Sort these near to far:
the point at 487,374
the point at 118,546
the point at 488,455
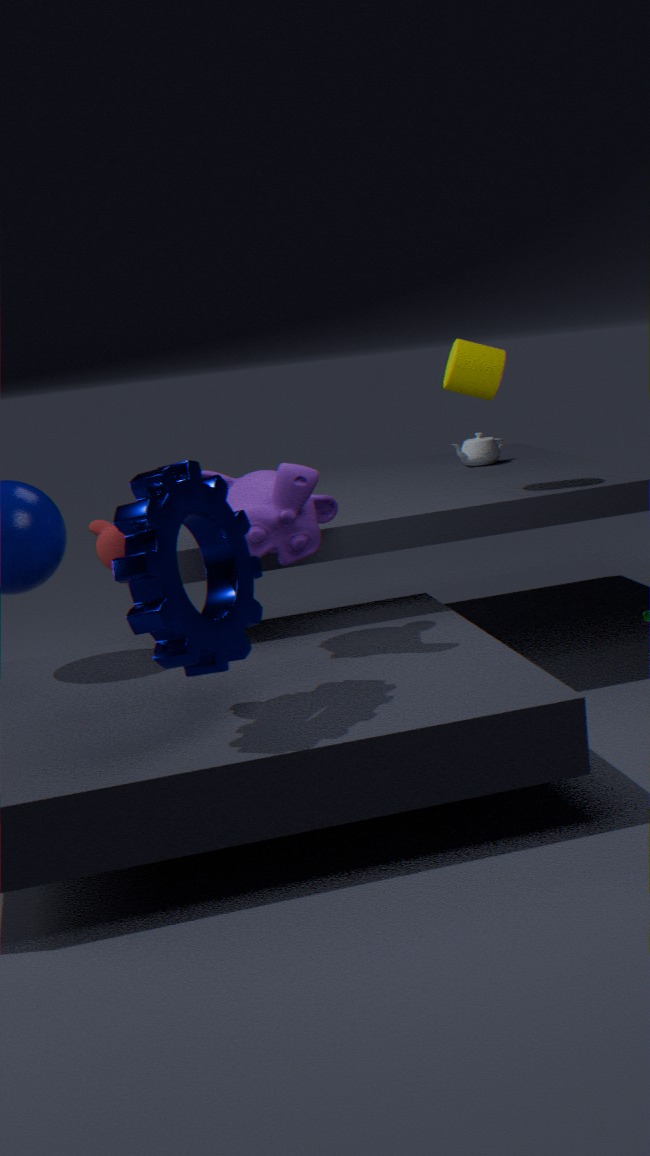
the point at 118,546 < the point at 487,374 < the point at 488,455
